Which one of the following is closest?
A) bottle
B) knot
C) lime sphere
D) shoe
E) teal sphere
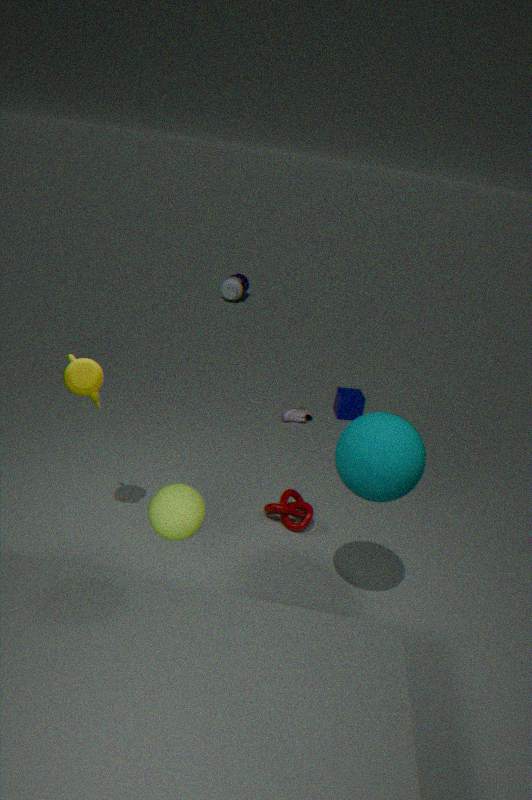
lime sphere
